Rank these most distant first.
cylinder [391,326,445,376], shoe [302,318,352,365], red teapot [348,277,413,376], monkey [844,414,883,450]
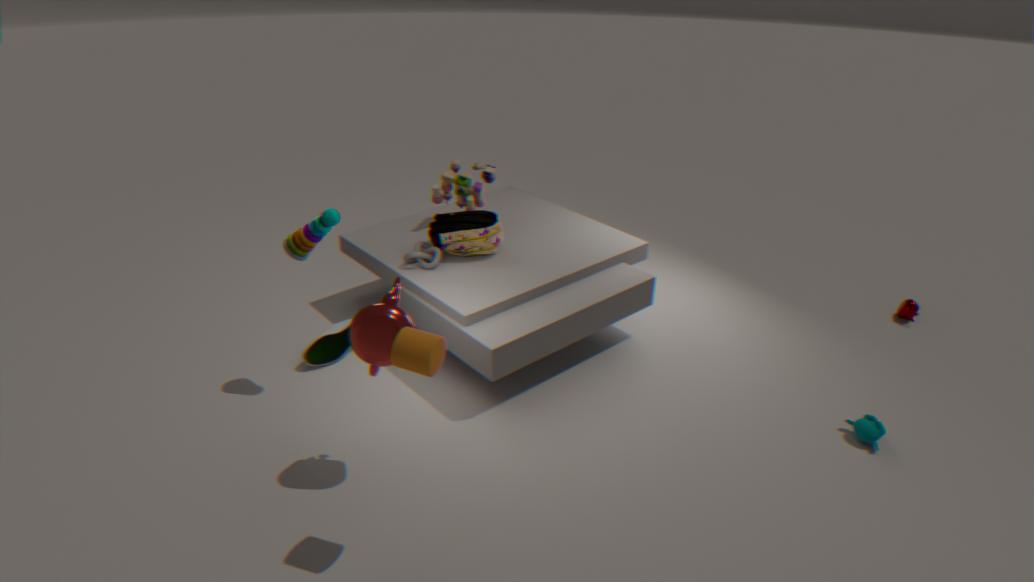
shoe [302,318,352,365] < monkey [844,414,883,450] < red teapot [348,277,413,376] < cylinder [391,326,445,376]
